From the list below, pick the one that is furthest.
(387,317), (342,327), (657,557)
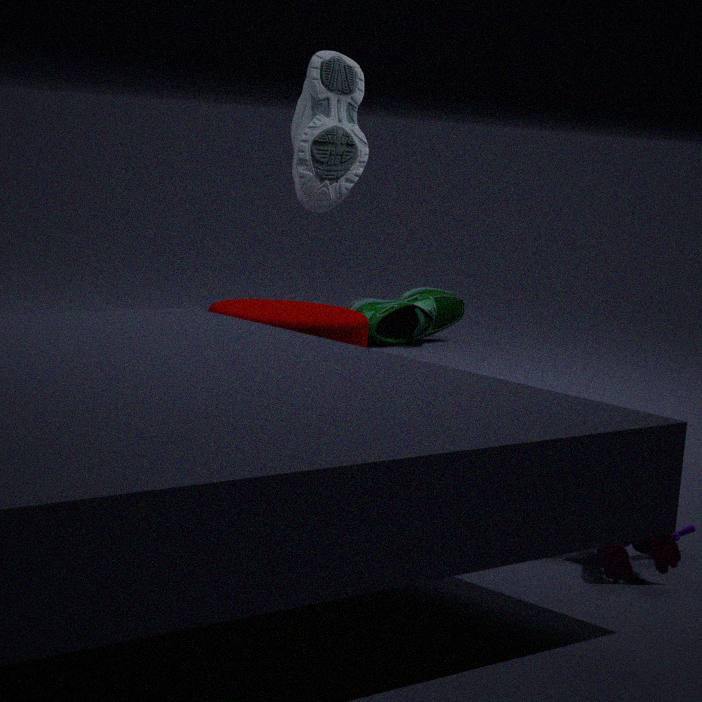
(387,317)
